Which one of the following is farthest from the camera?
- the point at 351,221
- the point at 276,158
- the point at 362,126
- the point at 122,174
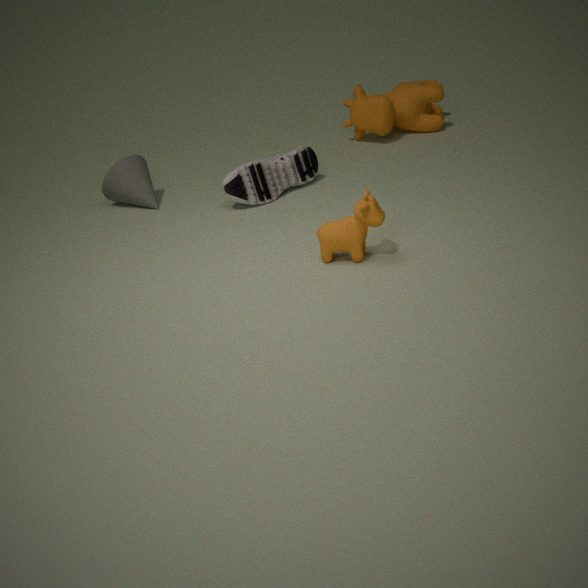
the point at 362,126
